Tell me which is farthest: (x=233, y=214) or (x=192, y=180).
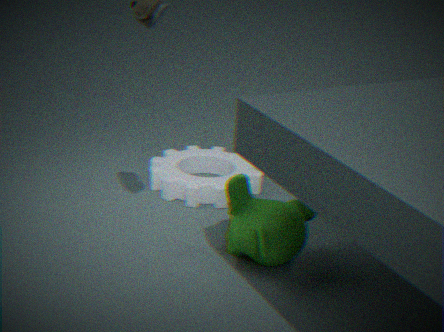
(x=192, y=180)
